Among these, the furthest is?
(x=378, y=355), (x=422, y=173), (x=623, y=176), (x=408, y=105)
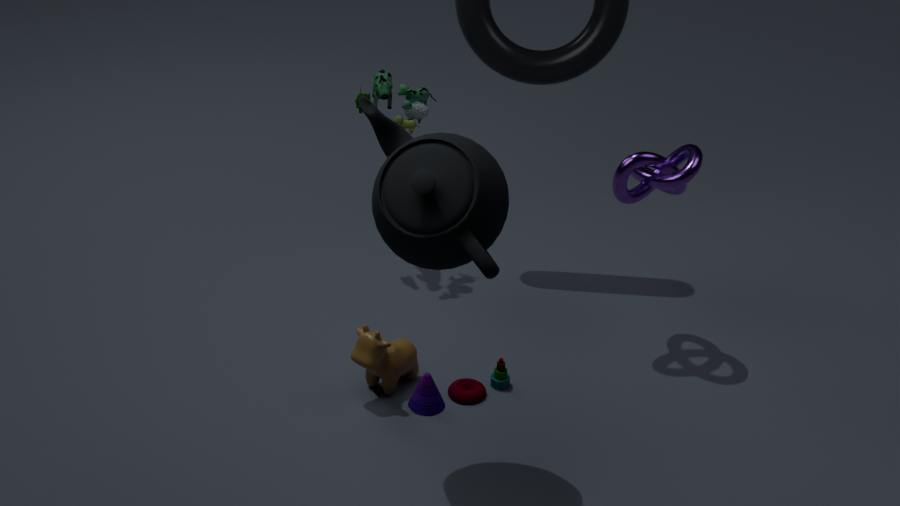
(x=408, y=105)
